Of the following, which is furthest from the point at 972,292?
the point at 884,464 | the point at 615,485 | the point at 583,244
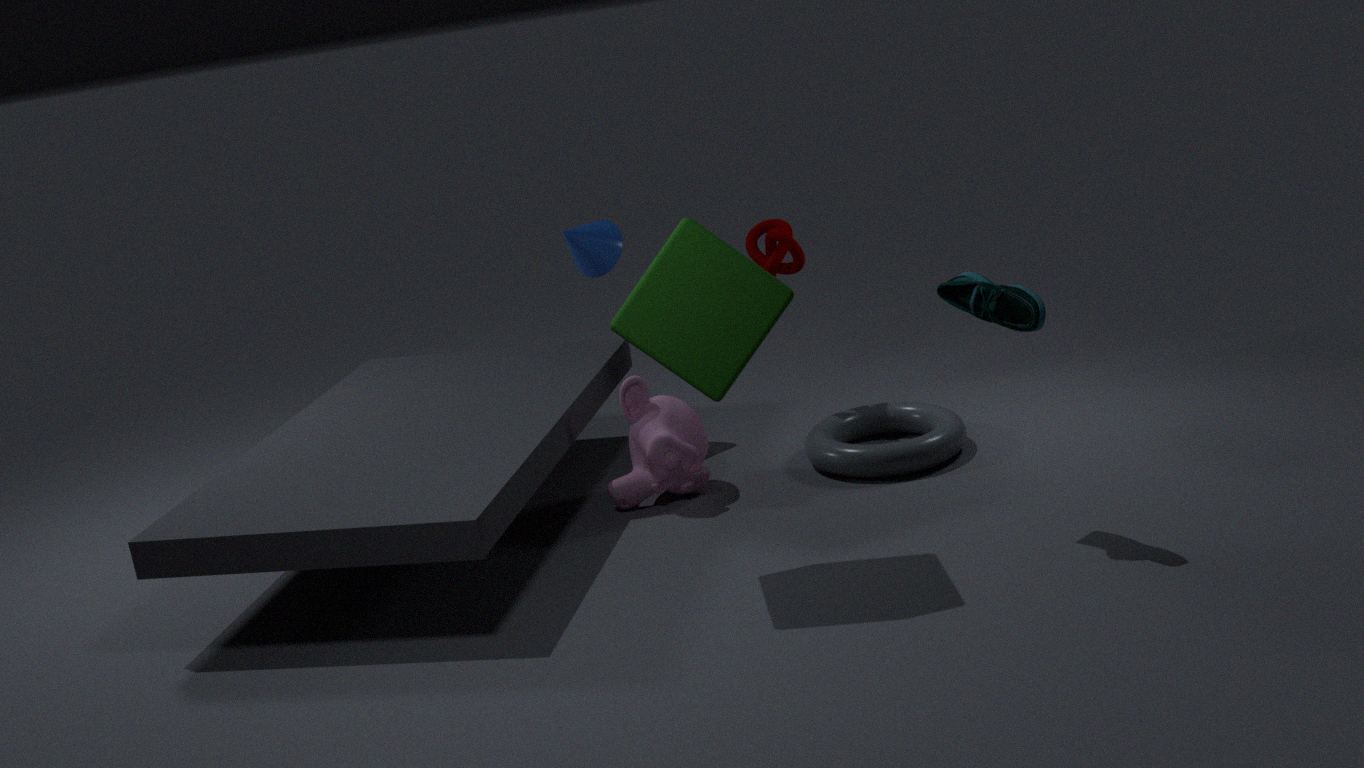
the point at 583,244
